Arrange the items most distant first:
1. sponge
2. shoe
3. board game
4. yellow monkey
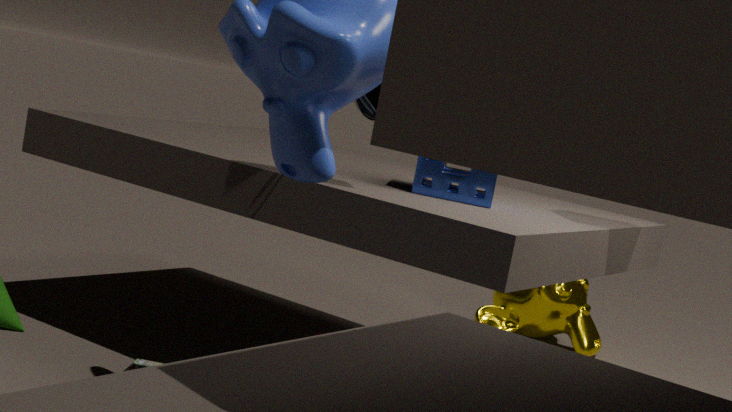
yellow monkey < sponge < board game < shoe
